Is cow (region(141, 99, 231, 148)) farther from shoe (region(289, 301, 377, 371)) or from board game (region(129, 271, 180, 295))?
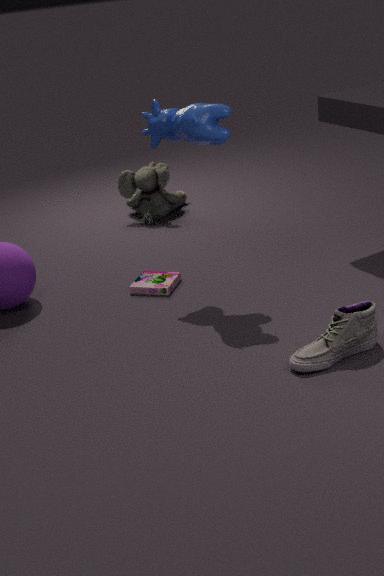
shoe (region(289, 301, 377, 371))
